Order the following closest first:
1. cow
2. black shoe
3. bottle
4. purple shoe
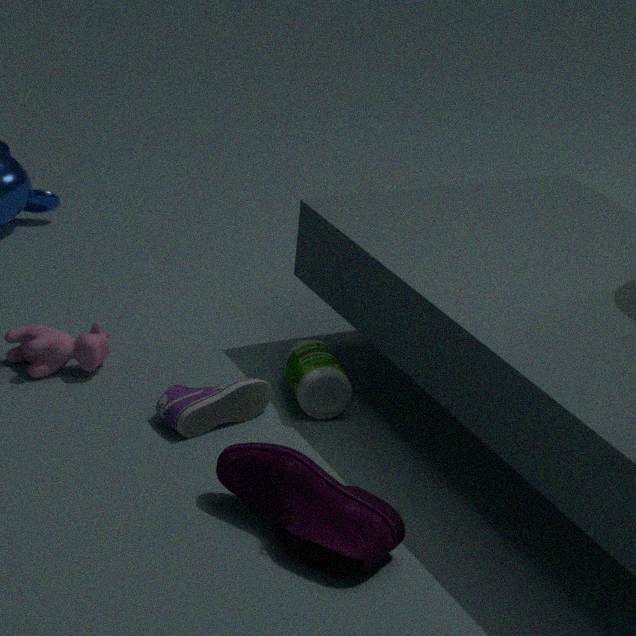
purple shoe → black shoe → bottle → cow
